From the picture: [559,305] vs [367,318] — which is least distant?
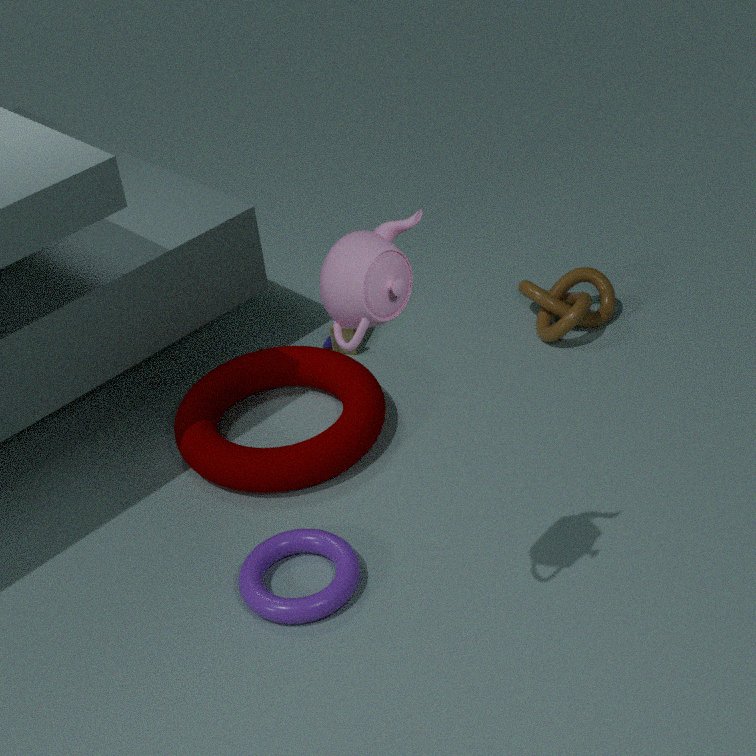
[367,318]
